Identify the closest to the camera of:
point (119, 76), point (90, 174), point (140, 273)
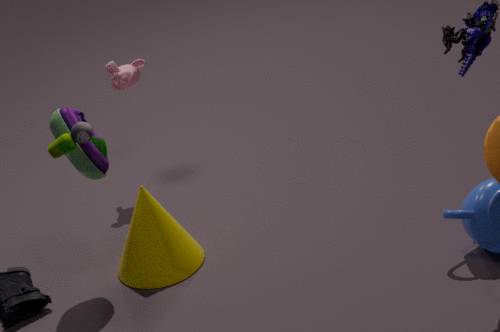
point (90, 174)
